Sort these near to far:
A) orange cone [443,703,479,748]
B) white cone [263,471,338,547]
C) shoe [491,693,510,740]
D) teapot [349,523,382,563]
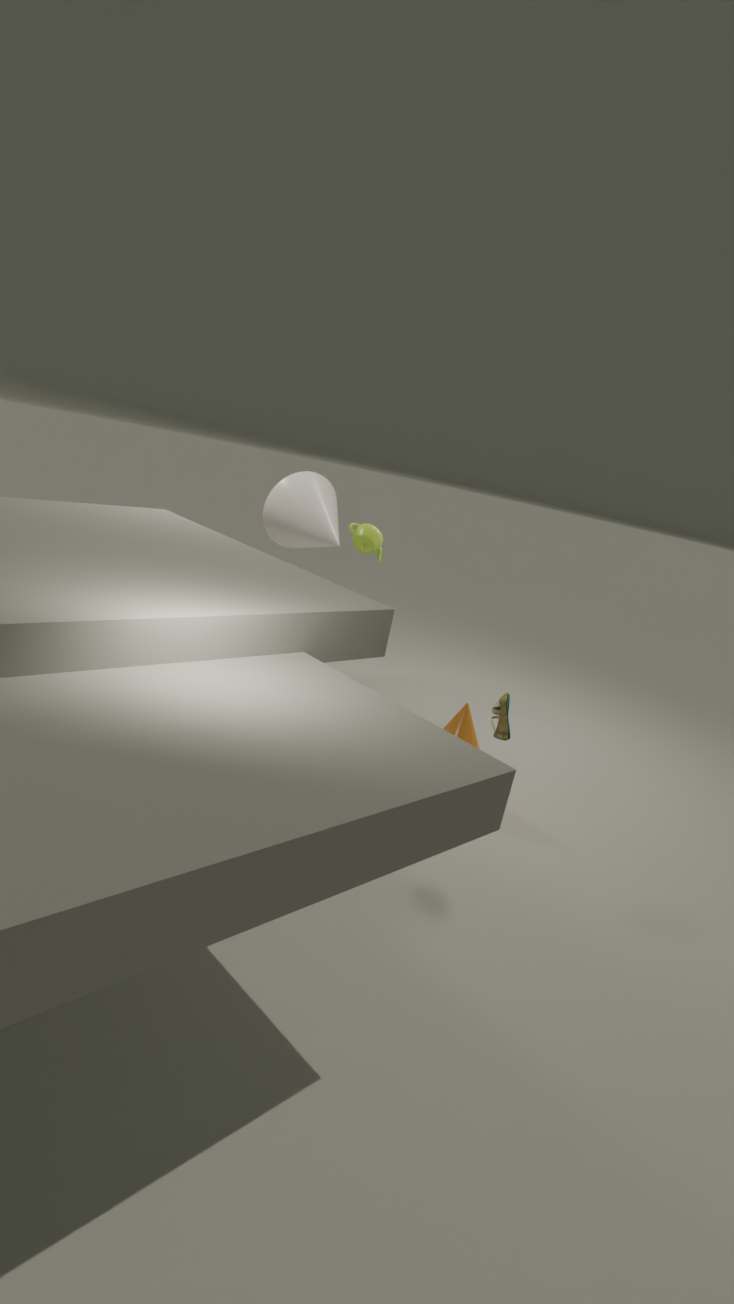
shoe [491,693,510,740]
orange cone [443,703,479,748]
white cone [263,471,338,547]
teapot [349,523,382,563]
